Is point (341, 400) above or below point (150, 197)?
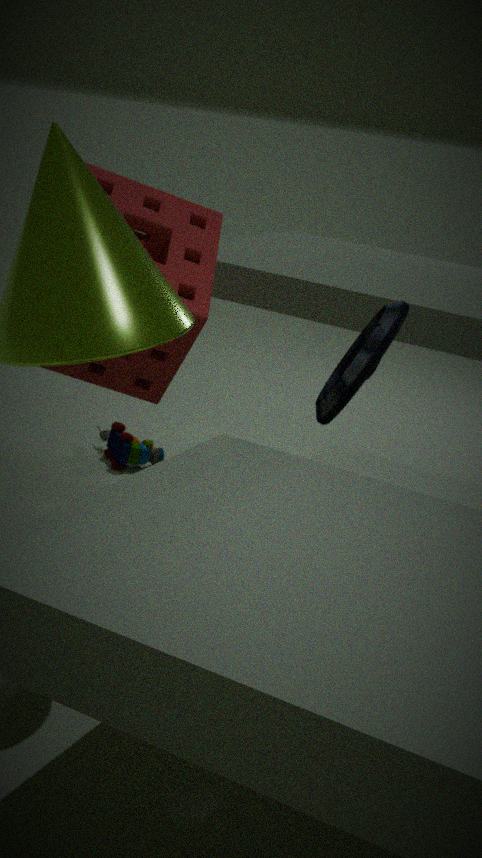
below
